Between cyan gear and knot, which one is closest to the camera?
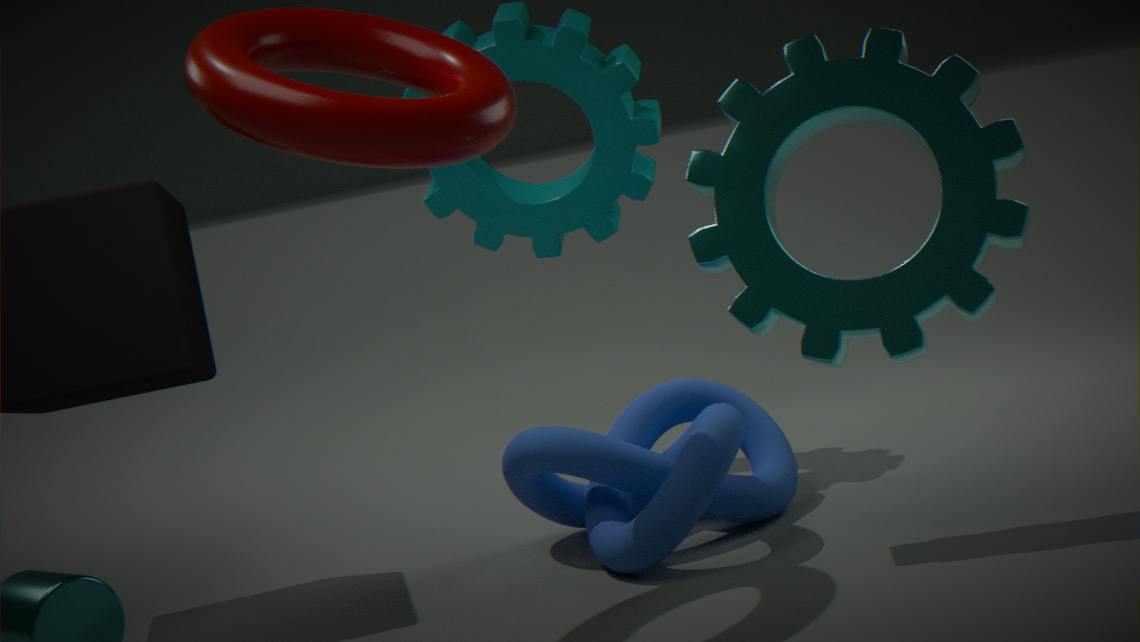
cyan gear
